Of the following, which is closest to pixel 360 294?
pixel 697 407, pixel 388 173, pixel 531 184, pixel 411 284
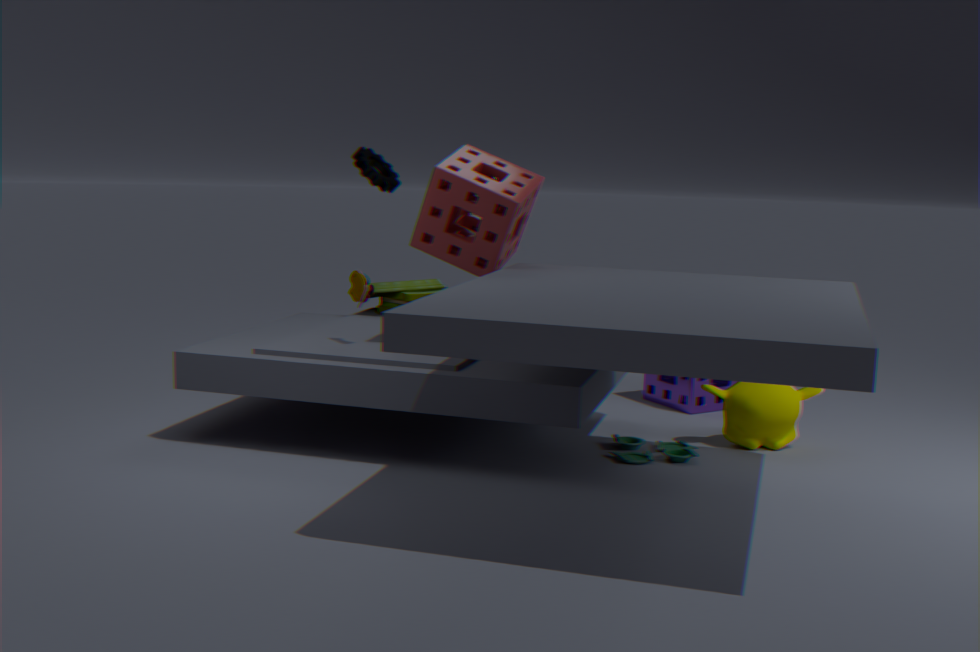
pixel 531 184
